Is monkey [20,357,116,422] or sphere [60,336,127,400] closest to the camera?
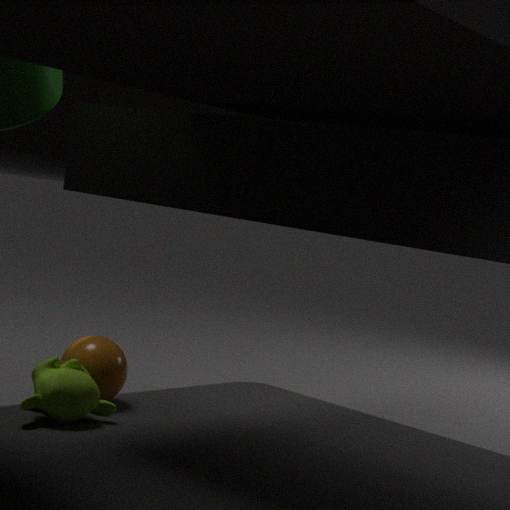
monkey [20,357,116,422]
